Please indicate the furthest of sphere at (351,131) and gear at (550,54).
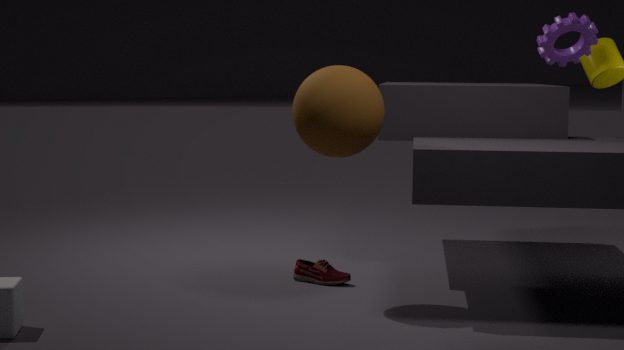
gear at (550,54)
